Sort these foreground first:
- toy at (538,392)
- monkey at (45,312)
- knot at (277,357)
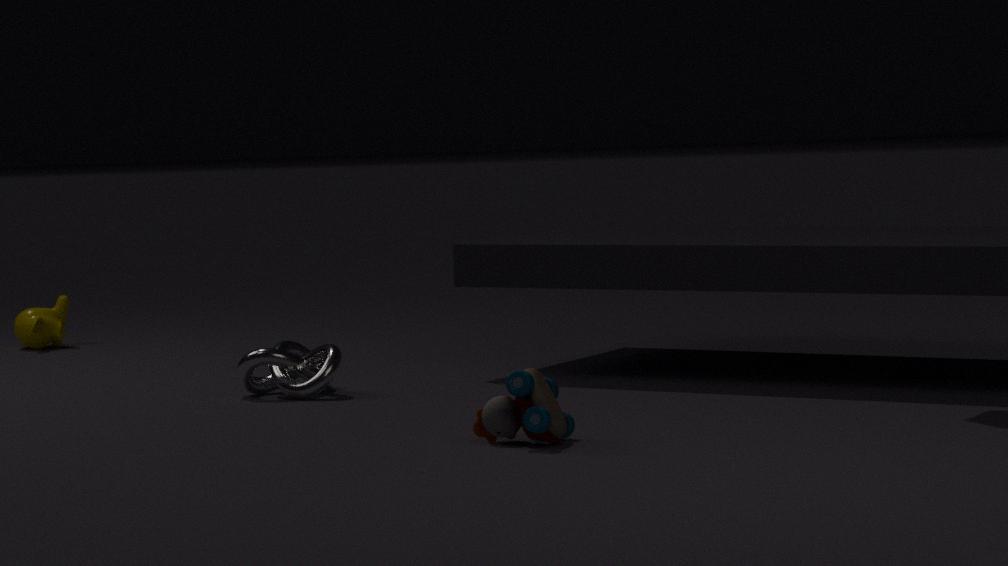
toy at (538,392) < knot at (277,357) < monkey at (45,312)
